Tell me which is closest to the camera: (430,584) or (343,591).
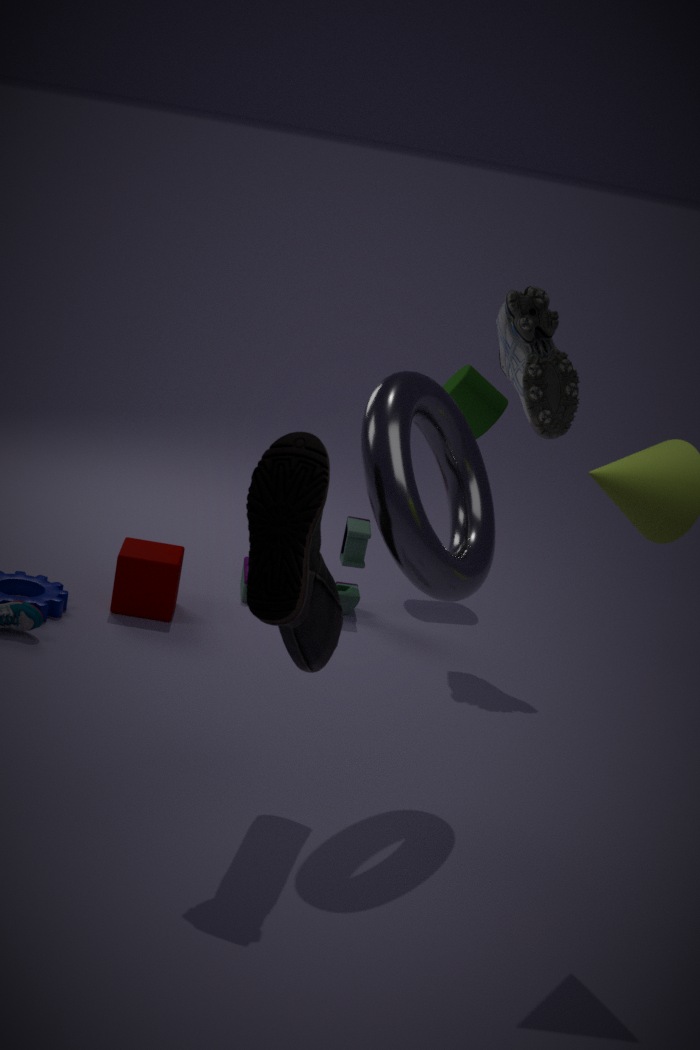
(430,584)
